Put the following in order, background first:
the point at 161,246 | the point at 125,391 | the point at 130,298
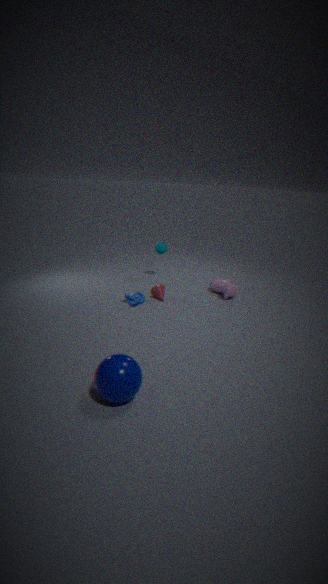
the point at 161,246 < the point at 130,298 < the point at 125,391
